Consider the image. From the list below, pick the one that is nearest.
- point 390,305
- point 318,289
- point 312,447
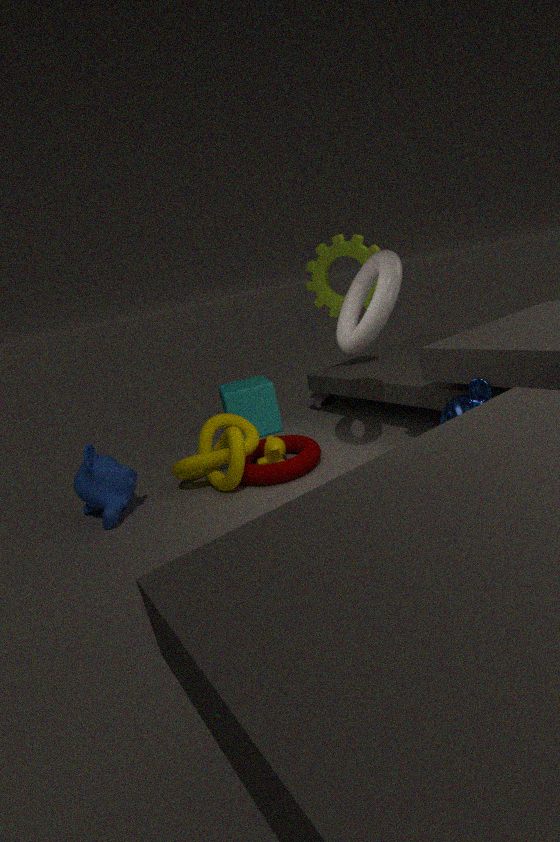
point 390,305
